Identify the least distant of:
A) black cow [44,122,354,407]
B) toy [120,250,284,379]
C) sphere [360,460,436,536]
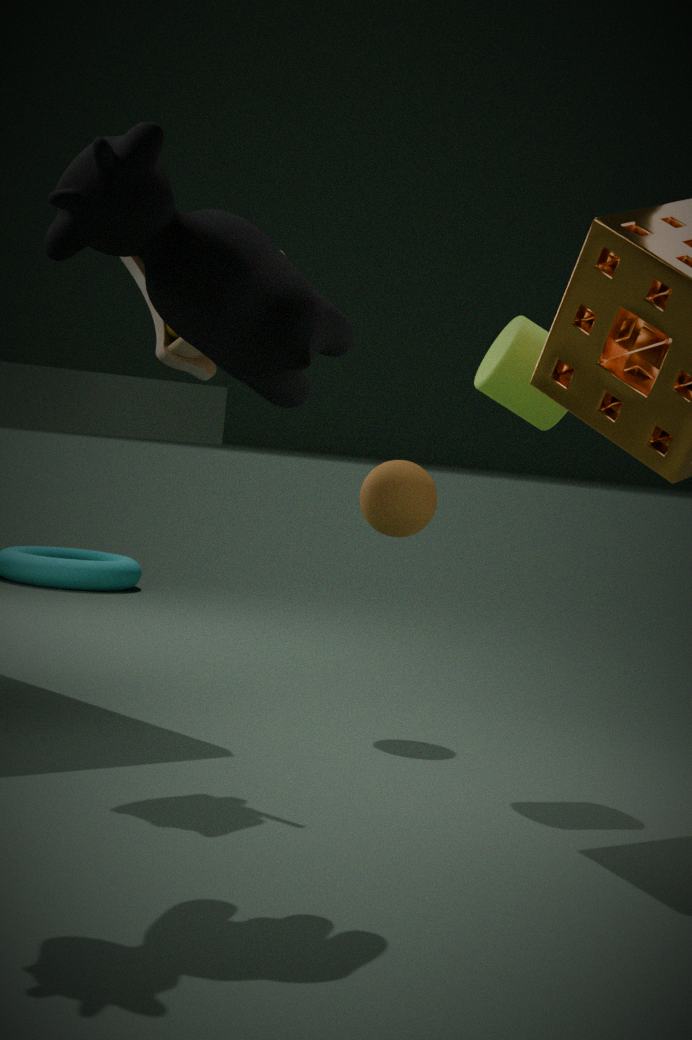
black cow [44,122,354,407]
